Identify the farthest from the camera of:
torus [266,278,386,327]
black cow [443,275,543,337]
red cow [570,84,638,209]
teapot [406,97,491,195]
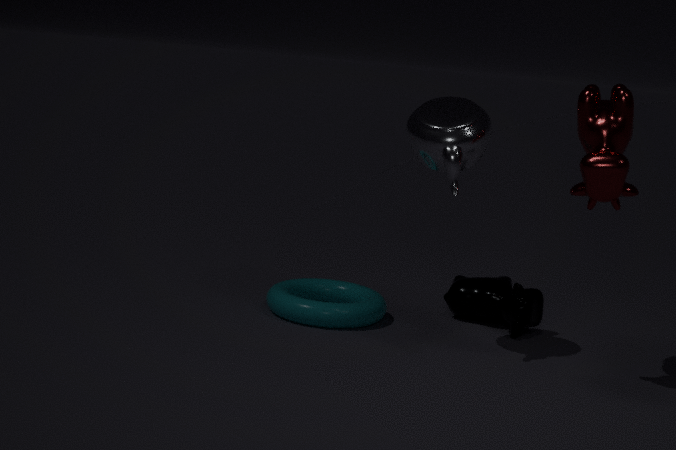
black cow [443,275,543,337]
